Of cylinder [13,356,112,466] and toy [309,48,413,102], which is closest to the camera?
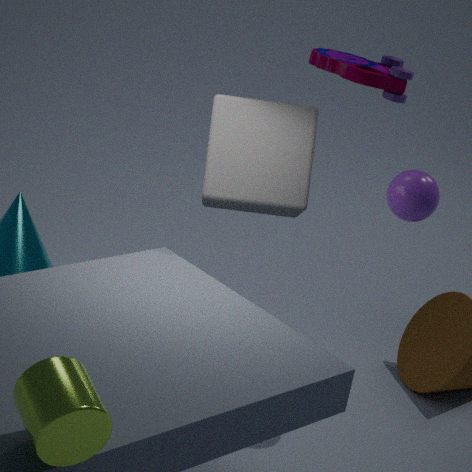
cylinder [13,356,112,466]
